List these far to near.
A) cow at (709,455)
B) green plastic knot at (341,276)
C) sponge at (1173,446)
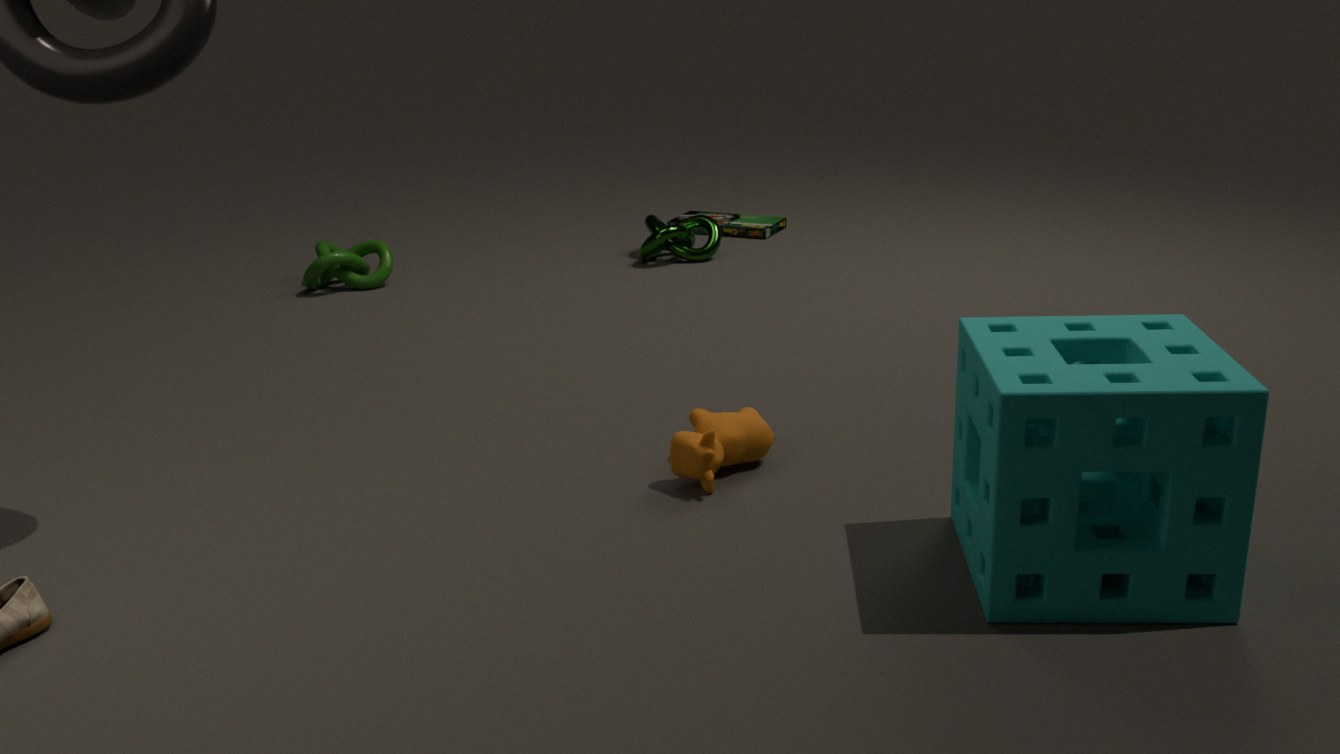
green plastic knot at (341,276), cow at (709,455), sponge at (1173,446)
